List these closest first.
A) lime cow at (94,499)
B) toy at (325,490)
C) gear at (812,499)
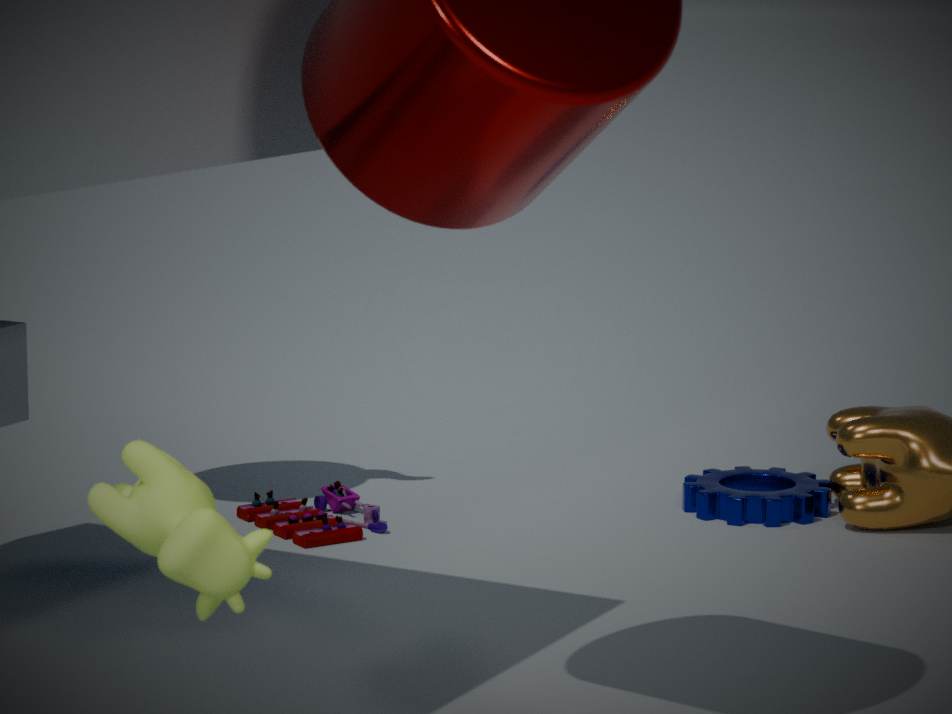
1. lime cow at (94,499)
2. toy at (325,490)
3. gear at (812,499)
